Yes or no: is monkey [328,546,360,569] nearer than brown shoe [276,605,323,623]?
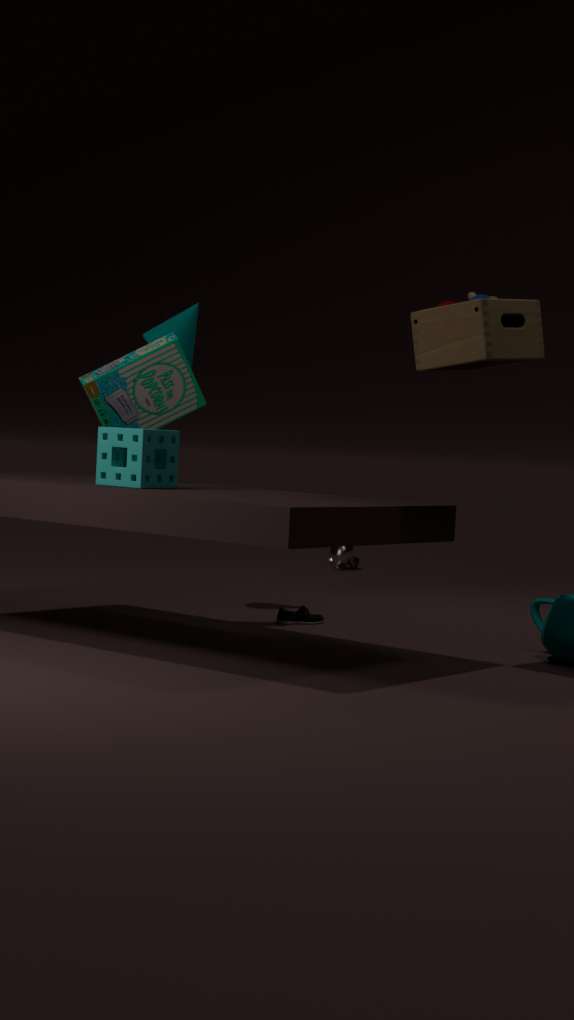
No
